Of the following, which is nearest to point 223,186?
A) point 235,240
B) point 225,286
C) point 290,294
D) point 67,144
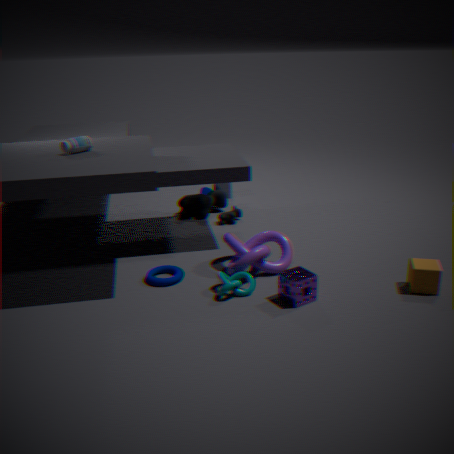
point 235,240
